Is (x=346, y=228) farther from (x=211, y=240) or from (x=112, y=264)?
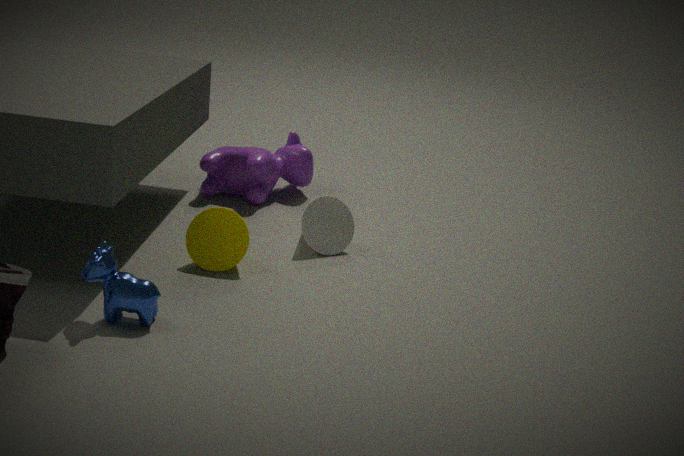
(x=112, y=264)
